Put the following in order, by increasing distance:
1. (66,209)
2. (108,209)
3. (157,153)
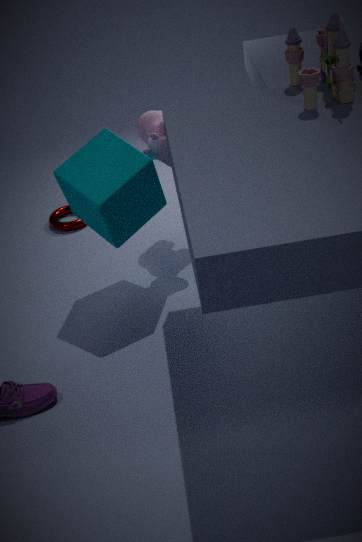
(108,209), (157,153), (66,209)
